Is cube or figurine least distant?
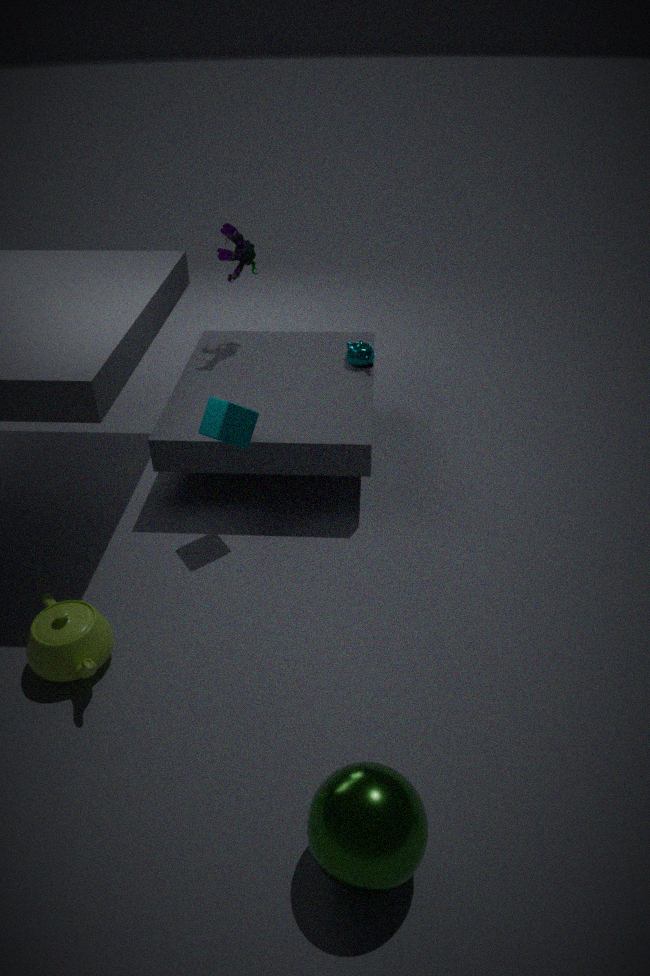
cube
